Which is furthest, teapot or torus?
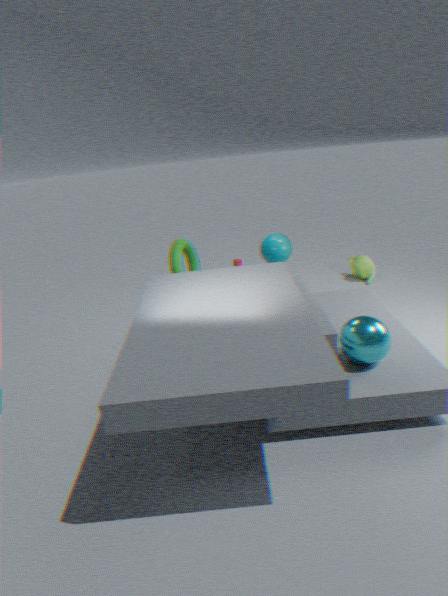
teapot
